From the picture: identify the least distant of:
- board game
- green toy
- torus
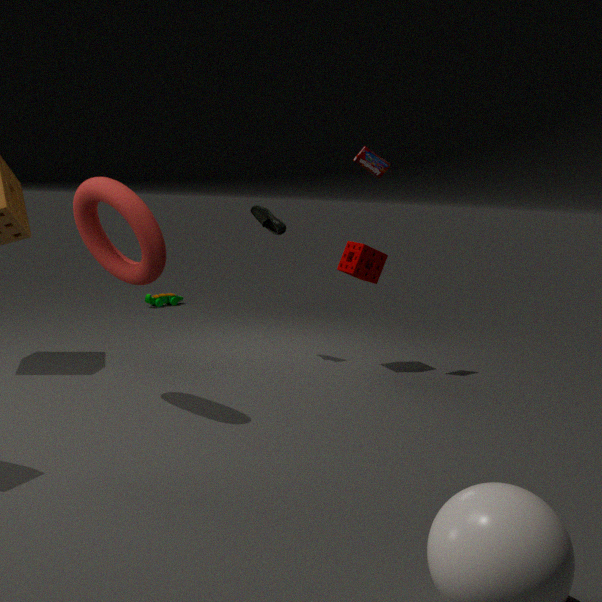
torus
